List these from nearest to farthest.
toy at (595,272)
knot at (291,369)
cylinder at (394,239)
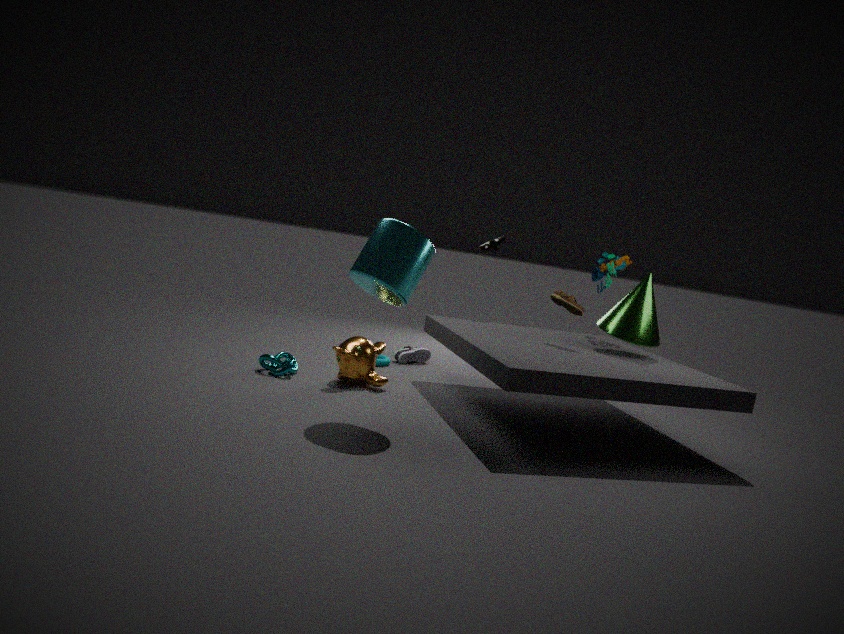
1. cylinder at (394,239)
2. knot at (291,369)
3. toy at (595,272)
